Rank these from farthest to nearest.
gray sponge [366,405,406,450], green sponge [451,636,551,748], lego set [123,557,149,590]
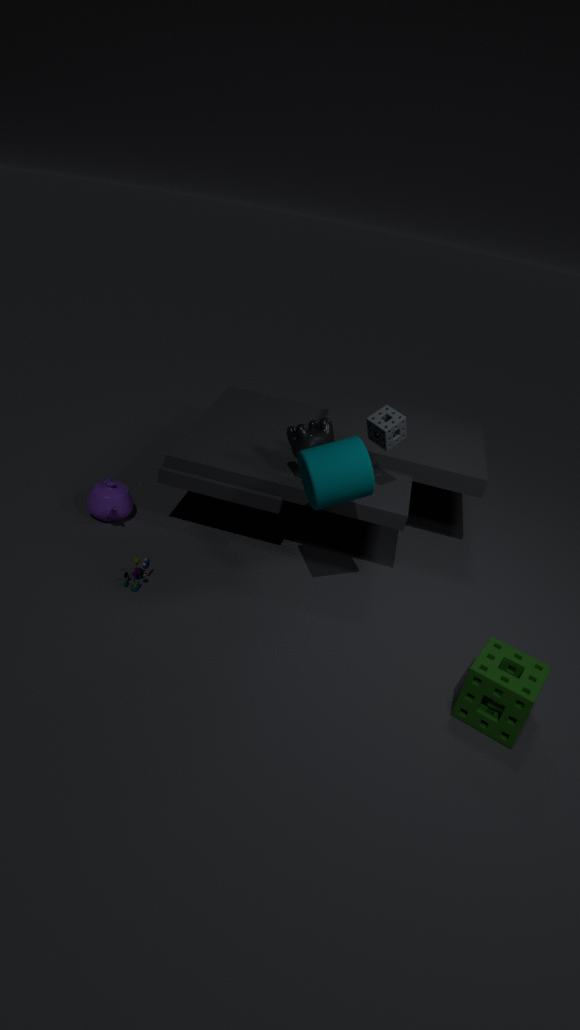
gray sponge [366,405,406,450] → lego set [123,557,149,590] → green sponge [451,636,551,748]
